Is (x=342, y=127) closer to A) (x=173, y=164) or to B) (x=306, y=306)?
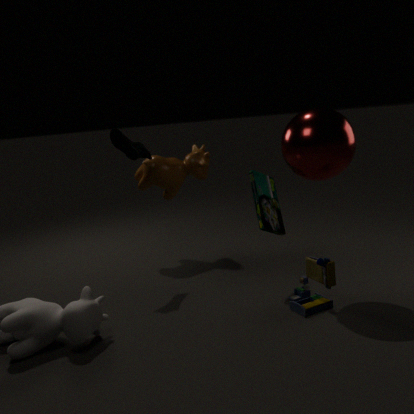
B) (x=306, y=306)
